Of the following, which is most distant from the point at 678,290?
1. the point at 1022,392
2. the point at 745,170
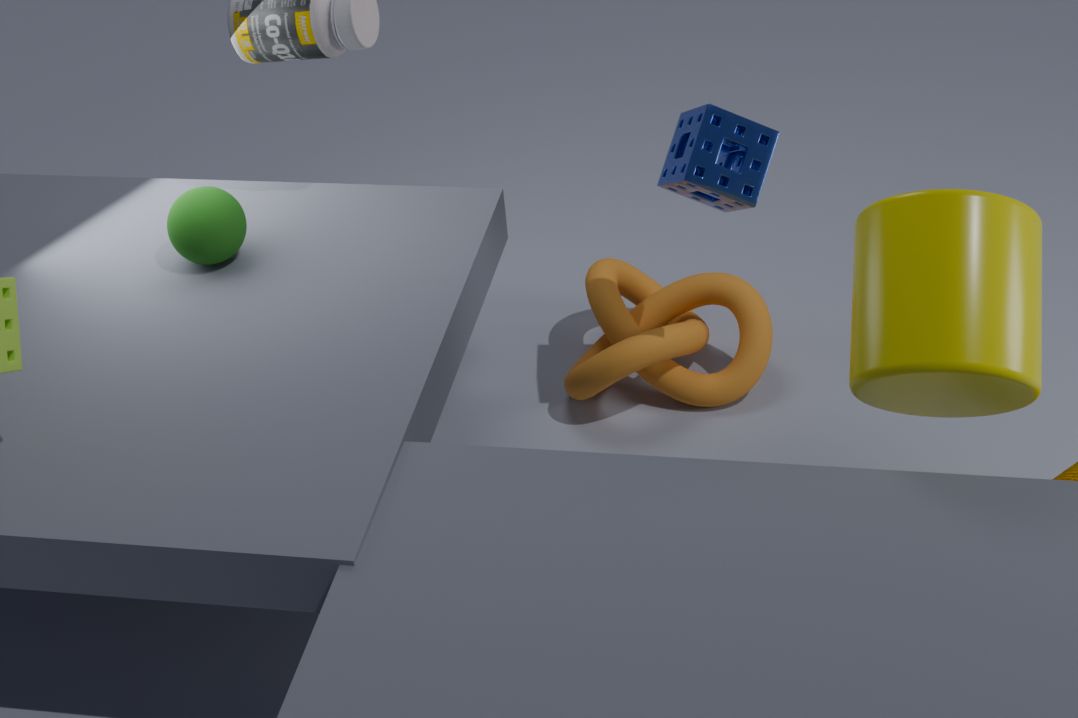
the point at 1022,392
